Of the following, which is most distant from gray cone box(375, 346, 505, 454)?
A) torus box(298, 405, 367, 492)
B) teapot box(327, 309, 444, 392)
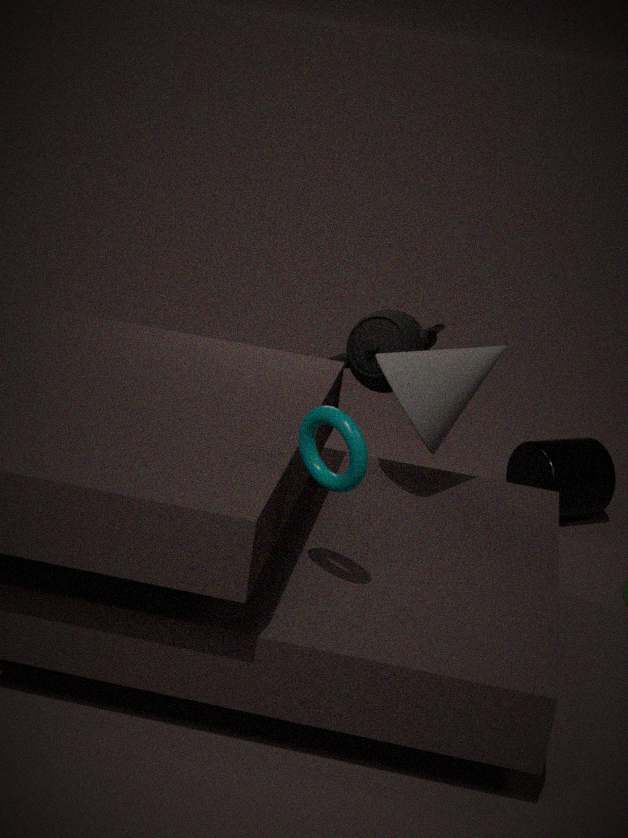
torus box(298, 405, 367, 492)
